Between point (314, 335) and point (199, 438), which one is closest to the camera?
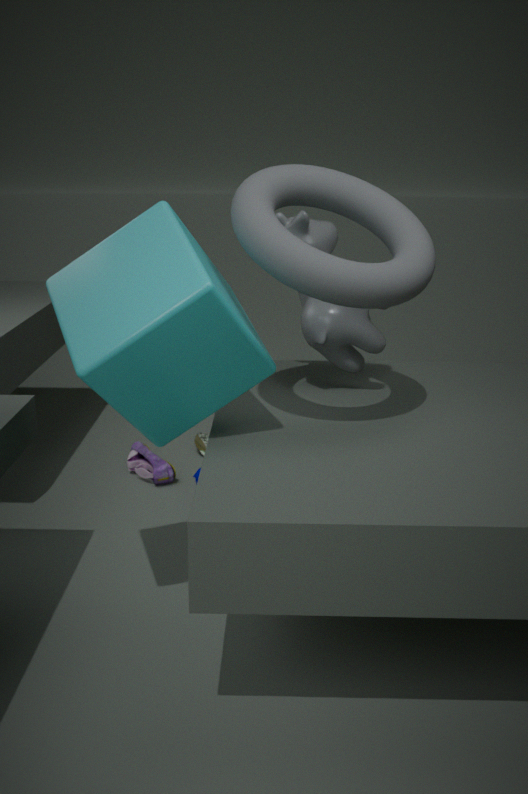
point (314, 335)
